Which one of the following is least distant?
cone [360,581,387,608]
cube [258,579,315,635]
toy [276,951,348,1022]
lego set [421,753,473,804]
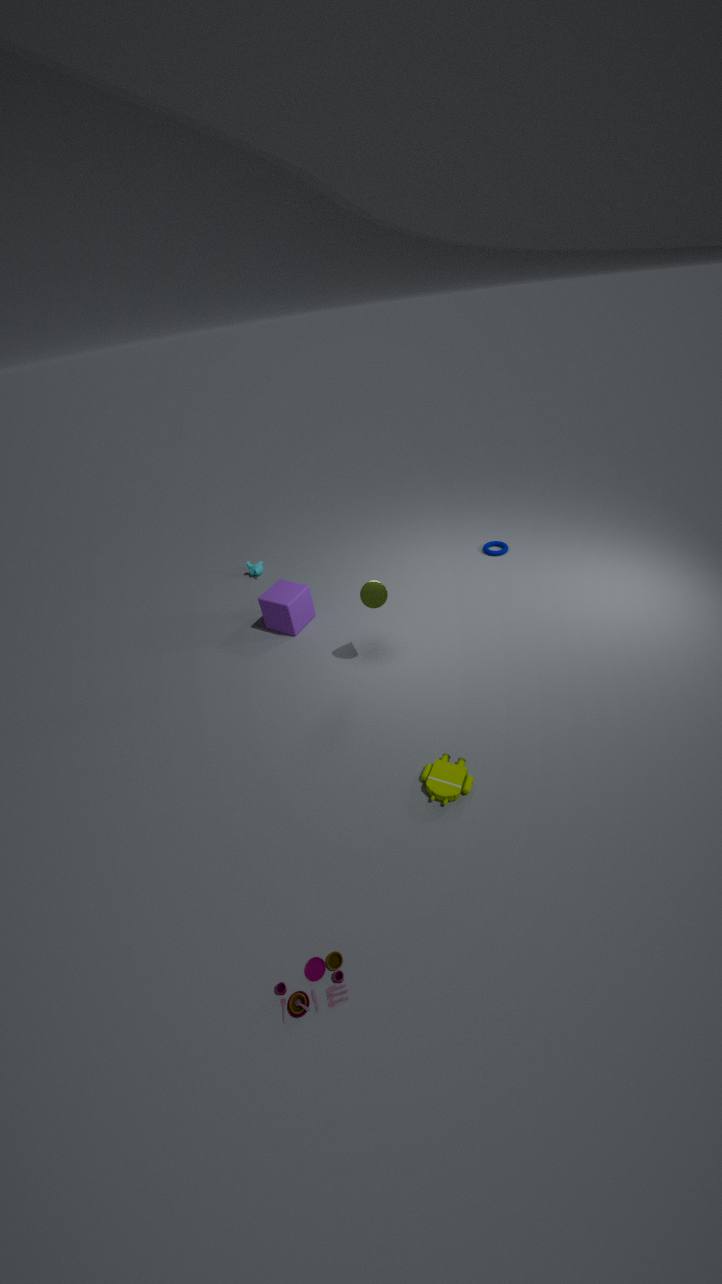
toy [276,951,348,1022]
